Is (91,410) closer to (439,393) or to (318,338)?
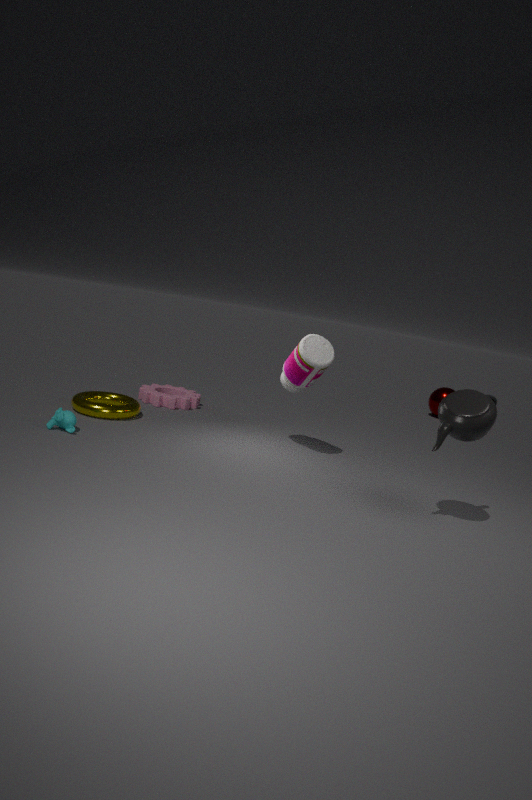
(318,338)
